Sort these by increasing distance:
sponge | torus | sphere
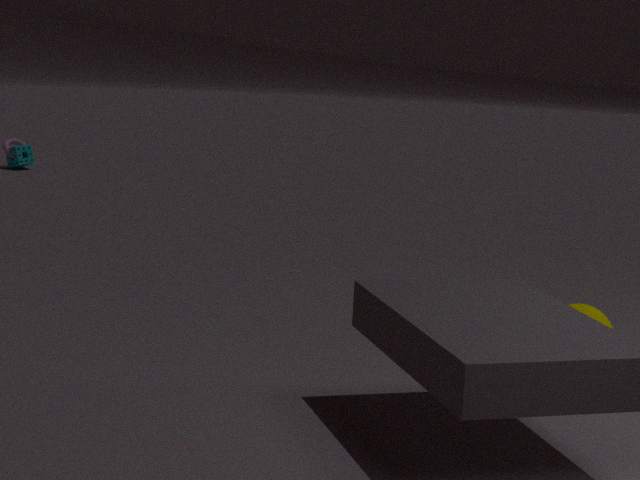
sphere, sponge, torus
